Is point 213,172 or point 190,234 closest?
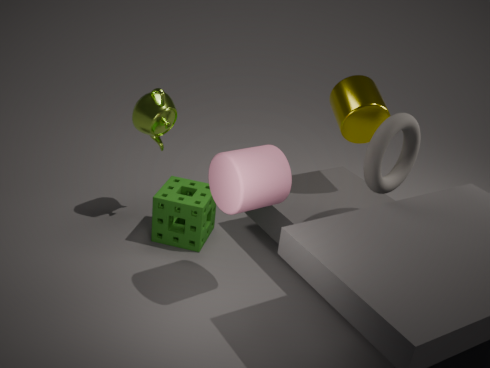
point 213,172
